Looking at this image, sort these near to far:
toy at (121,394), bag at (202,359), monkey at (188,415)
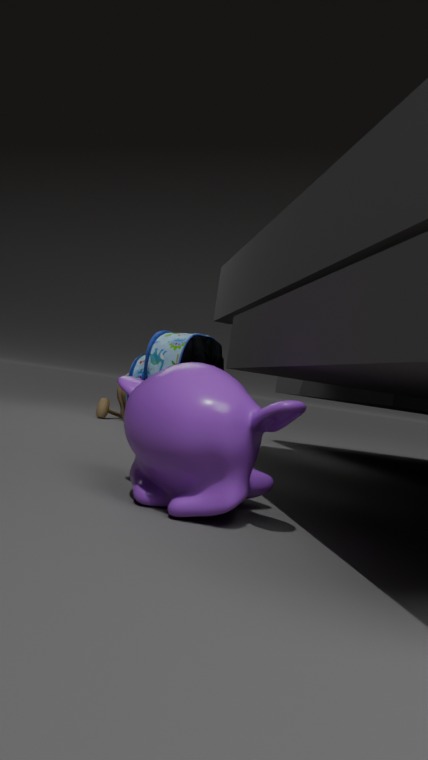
monkey at (188,415)
bag at (202,359)
toy at (121,394)
